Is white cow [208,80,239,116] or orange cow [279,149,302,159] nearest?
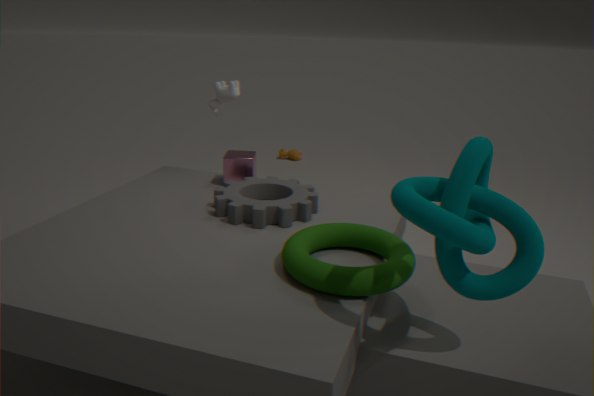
white cow [208,80,239,116]
